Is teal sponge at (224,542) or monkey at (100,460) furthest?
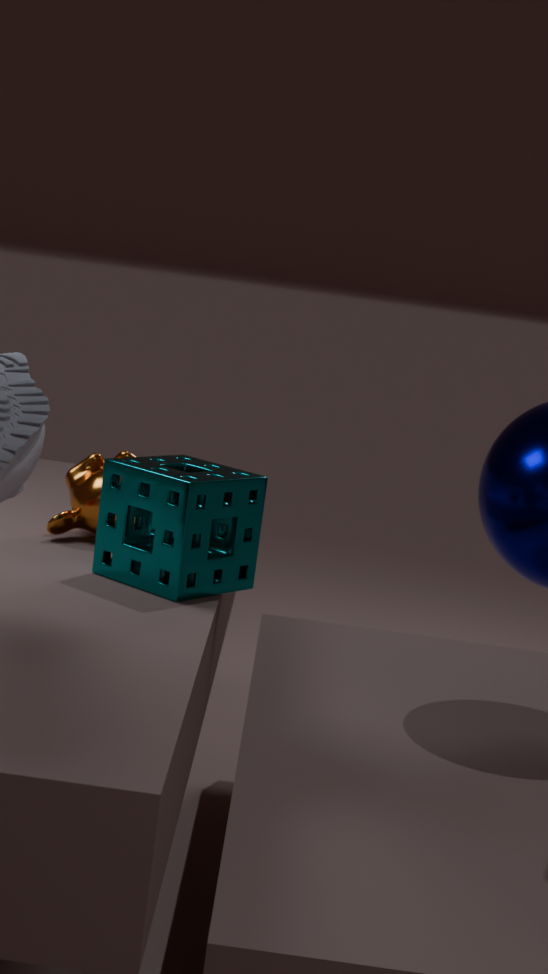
monkey at (100,460)
